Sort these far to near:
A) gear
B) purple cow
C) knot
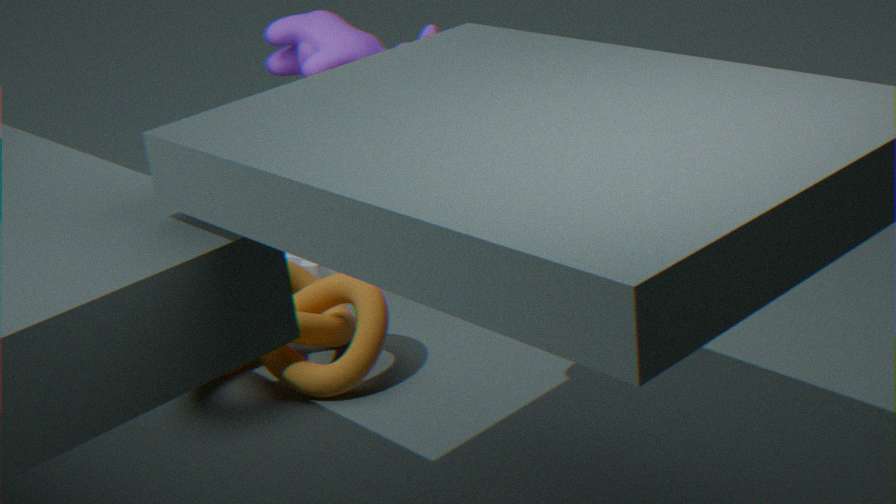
gear < purple cow < knot
